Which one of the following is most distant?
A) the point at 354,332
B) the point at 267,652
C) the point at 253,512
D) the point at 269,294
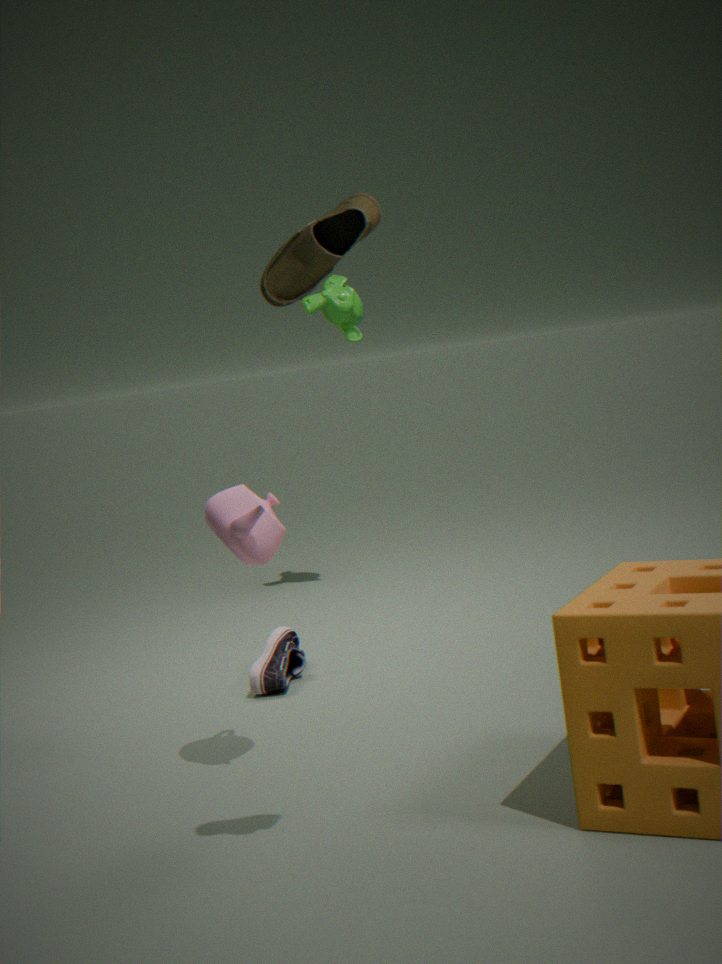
Answer: the point at 354,332
